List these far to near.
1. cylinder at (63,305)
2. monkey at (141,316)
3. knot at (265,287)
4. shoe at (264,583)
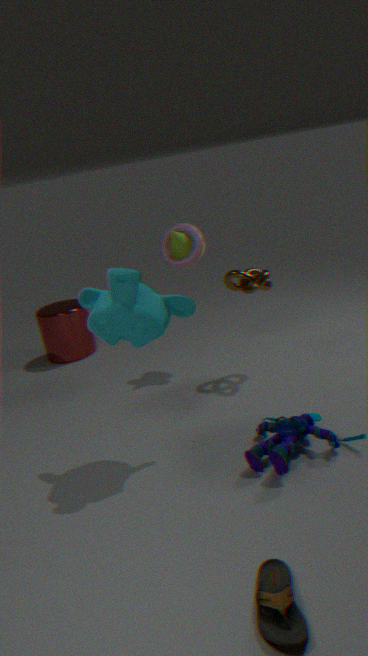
1. cylinder at (63,305)
2. knot at (265,287)
3. monkey at (141,316)
4. shoe at (264,583)
